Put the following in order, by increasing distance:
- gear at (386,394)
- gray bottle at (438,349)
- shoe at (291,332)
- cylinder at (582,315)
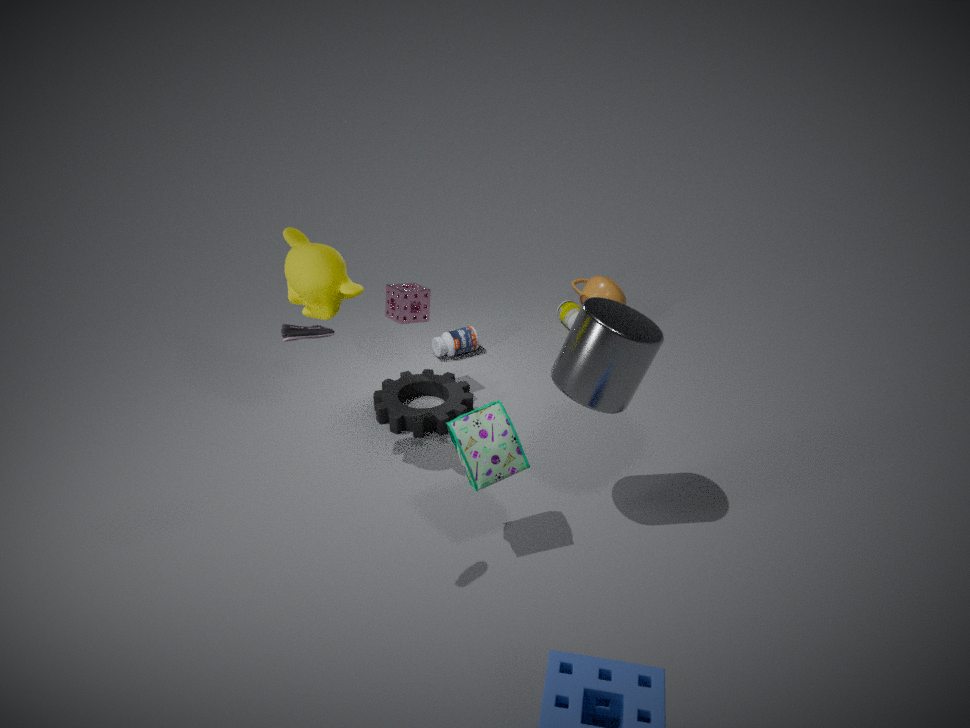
1. shoe at (291,332)
2. cylinder at (582,315)
3. gear at (386,394)
4. gray bottle at (438,349)
